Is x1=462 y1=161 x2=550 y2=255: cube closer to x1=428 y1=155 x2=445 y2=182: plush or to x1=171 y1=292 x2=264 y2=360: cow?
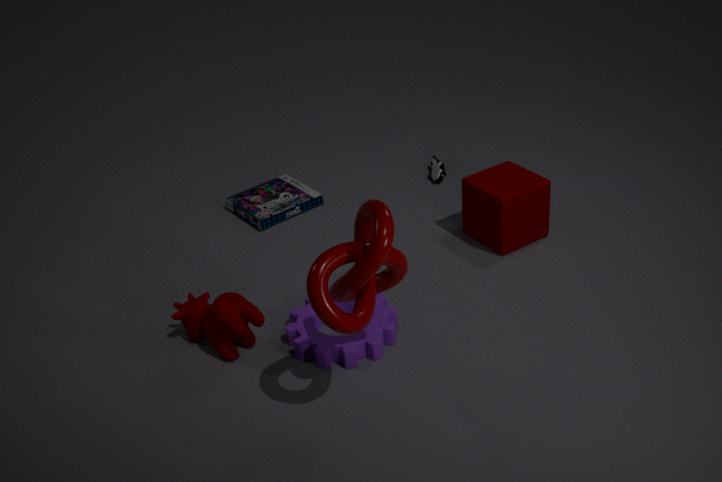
x1=428 y1=155 x2=445 y2=182: plush
